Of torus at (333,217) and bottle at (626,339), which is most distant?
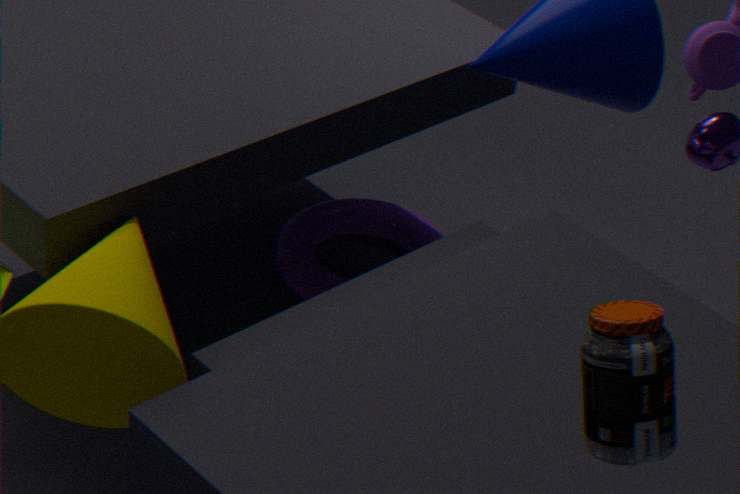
torus at (333,217)
